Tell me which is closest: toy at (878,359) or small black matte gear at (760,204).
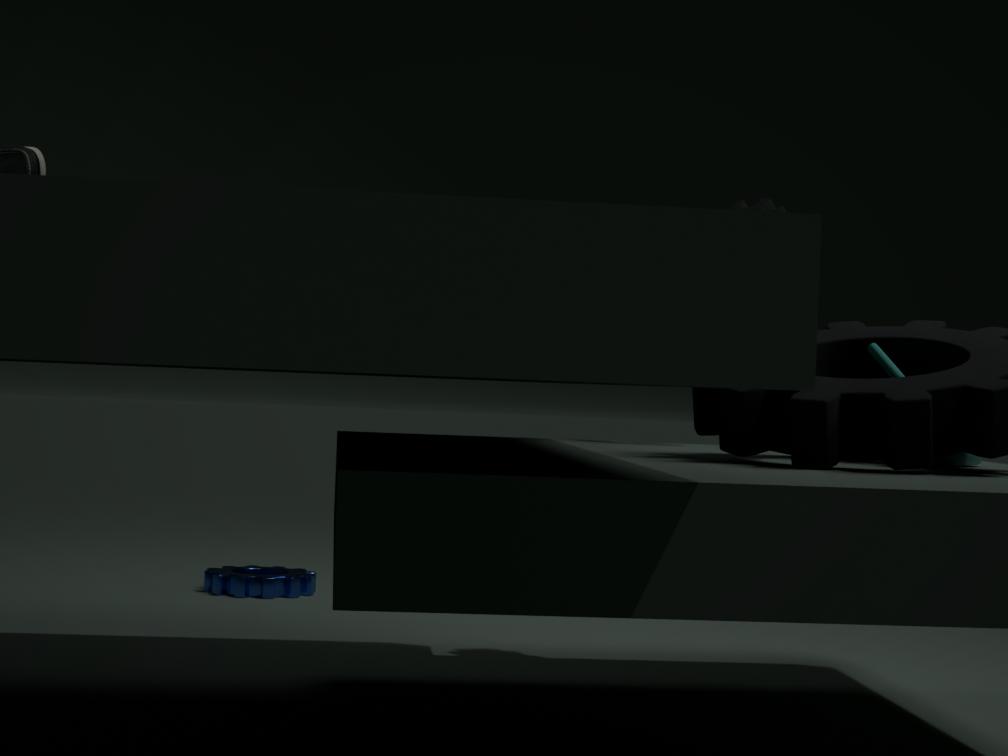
toy at (878,359)
